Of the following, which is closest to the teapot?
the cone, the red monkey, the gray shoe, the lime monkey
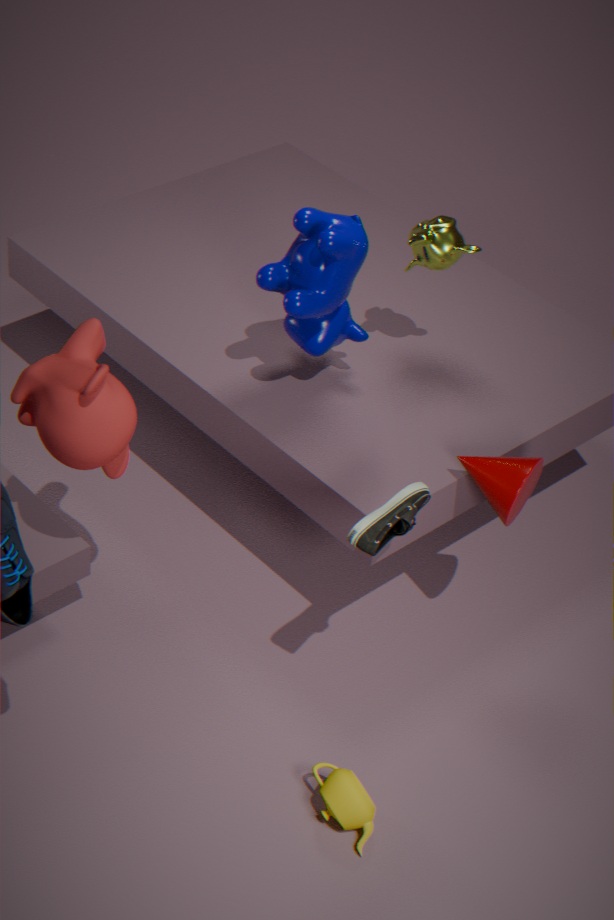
the gray shoe
